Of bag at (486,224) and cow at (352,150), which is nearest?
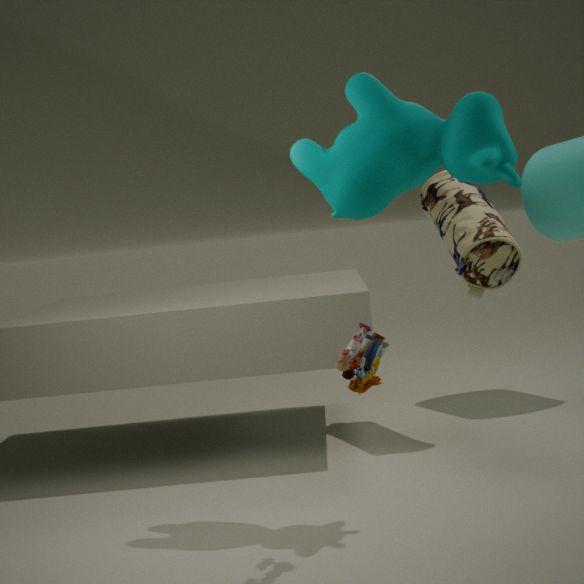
cow at (352,150)
